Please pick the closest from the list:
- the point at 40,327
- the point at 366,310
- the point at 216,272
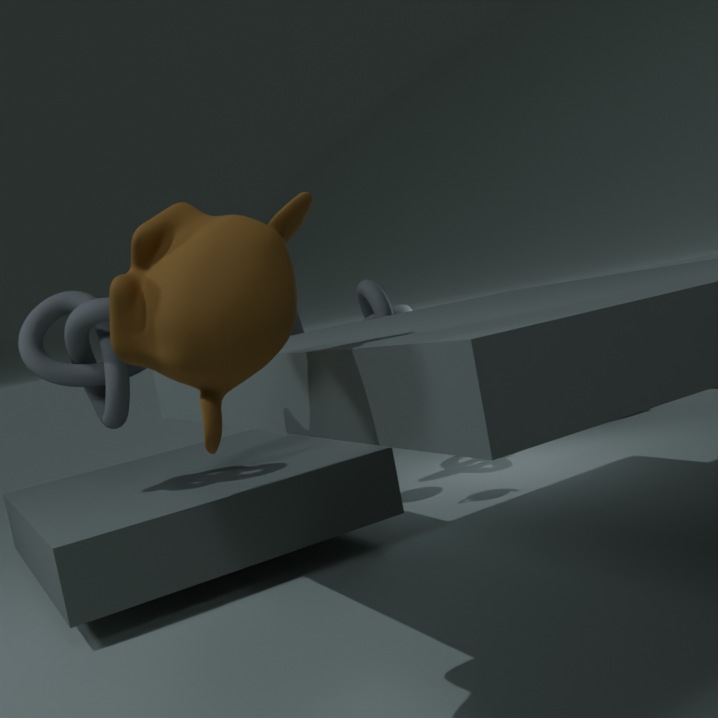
the point at 216,272
